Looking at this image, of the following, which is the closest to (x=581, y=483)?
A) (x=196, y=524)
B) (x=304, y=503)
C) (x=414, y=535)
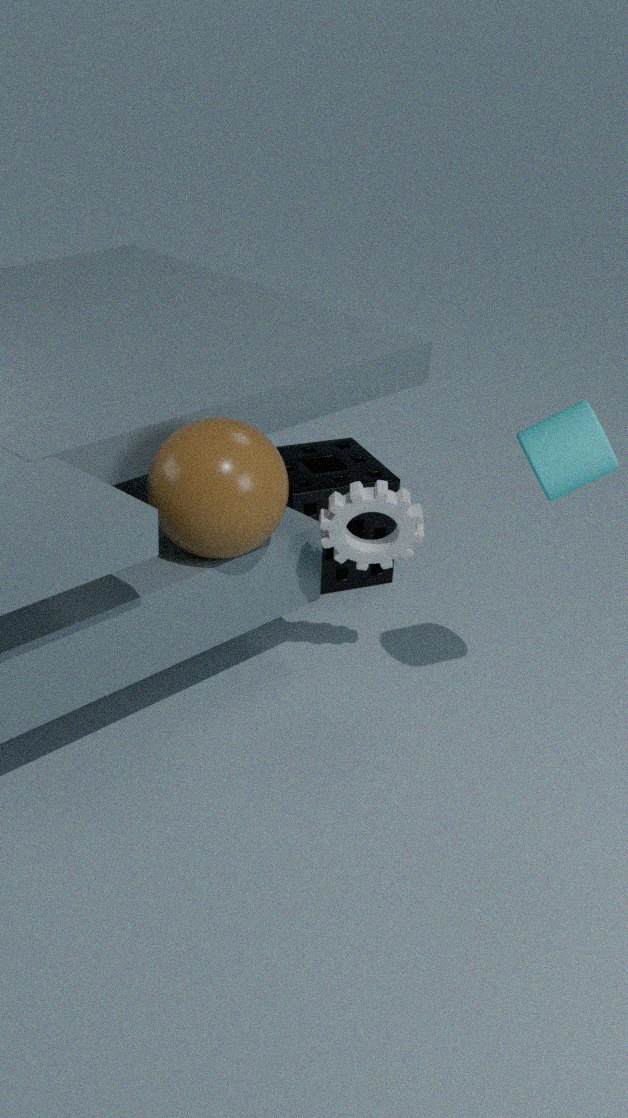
(x=414, y=535)
